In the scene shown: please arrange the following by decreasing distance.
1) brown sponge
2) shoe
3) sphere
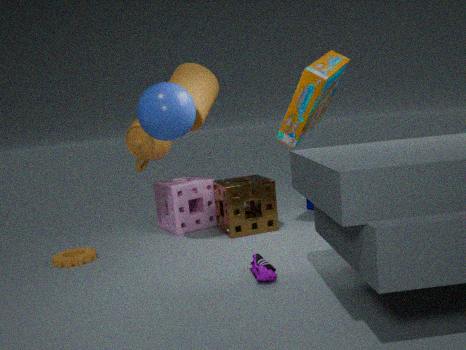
1. 1. brown sponge
2. 3. sphere
3. 2. shoe
